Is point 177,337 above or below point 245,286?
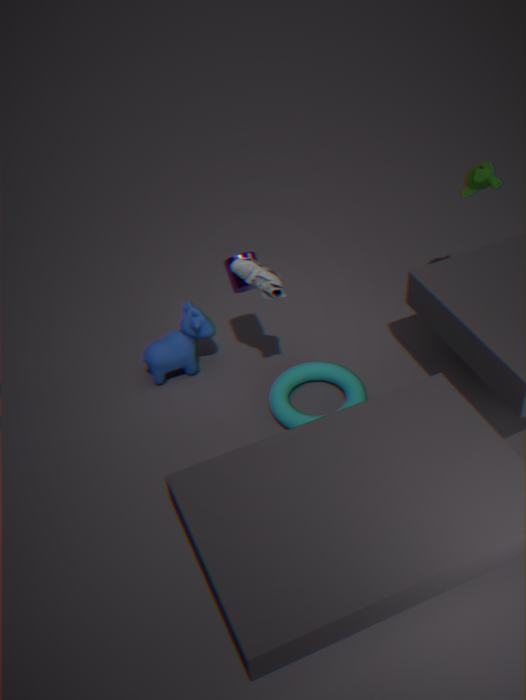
below
